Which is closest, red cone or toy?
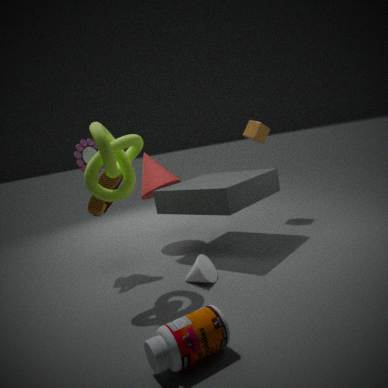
toy
